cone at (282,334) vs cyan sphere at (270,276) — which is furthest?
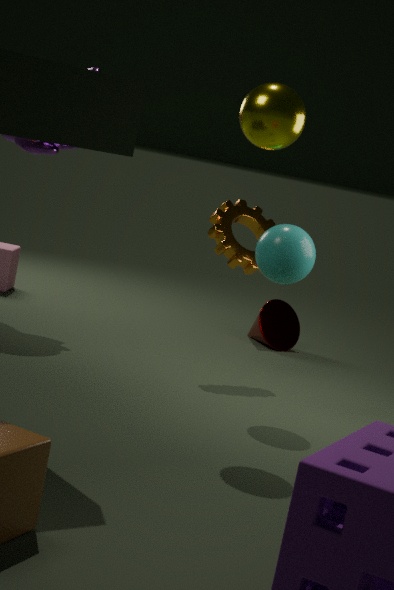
cone at (282,334)
